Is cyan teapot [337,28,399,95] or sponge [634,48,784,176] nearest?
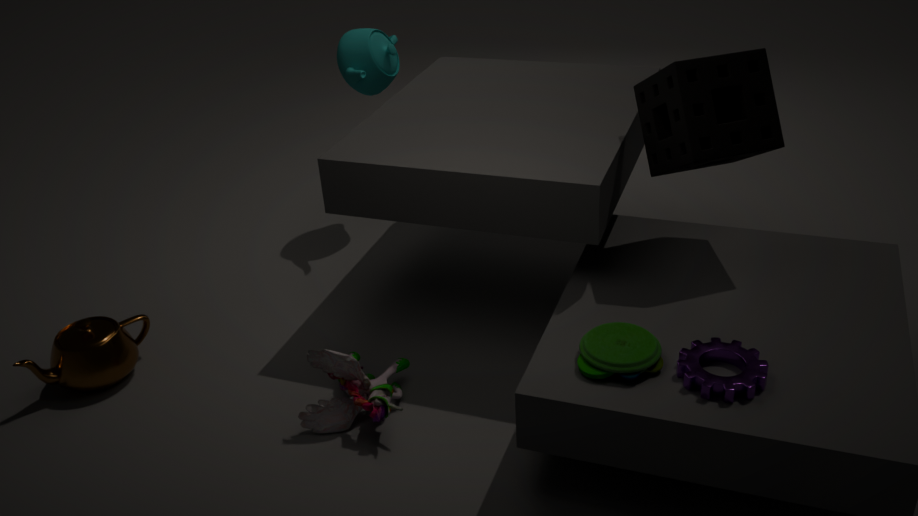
sponge [634,48,784,176]
